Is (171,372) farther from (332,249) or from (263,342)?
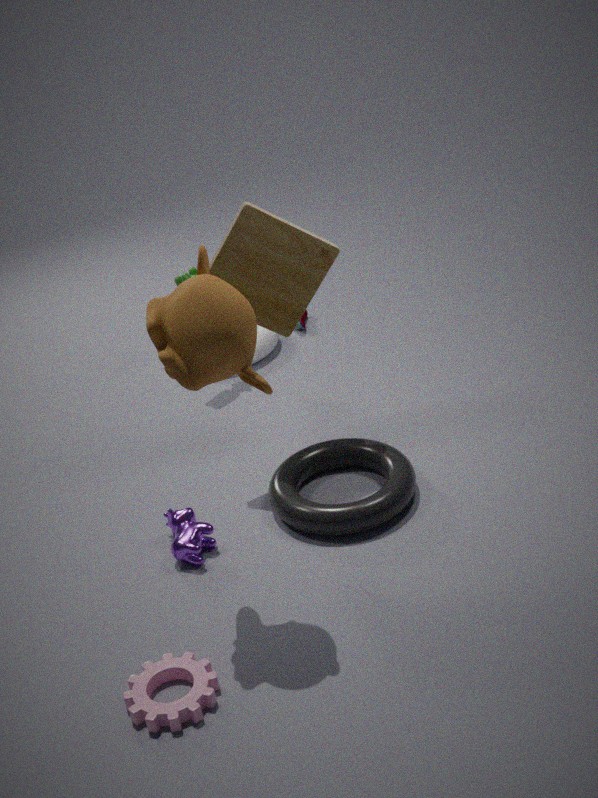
(263,342)
